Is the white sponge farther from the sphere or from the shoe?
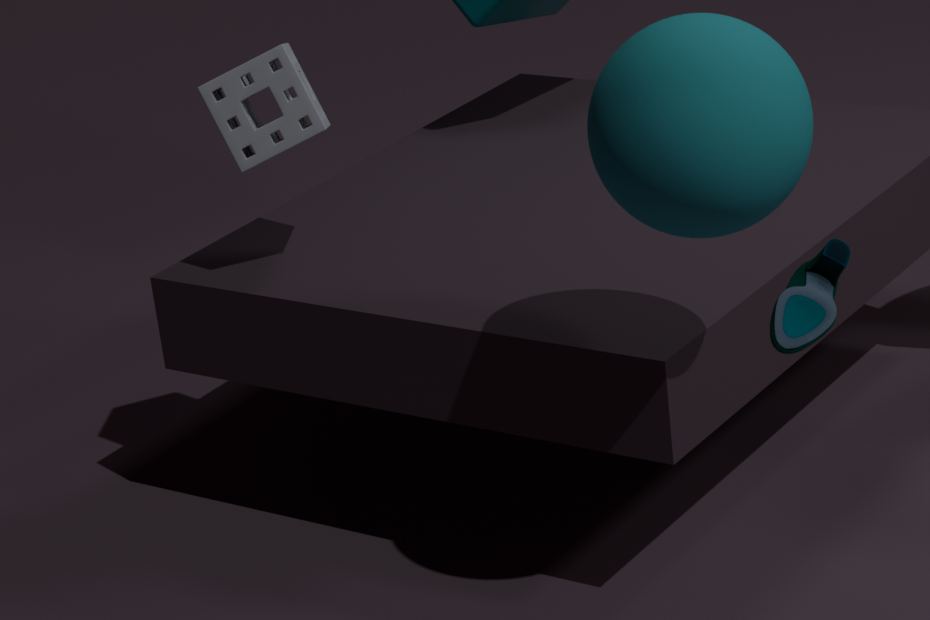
the shoe
